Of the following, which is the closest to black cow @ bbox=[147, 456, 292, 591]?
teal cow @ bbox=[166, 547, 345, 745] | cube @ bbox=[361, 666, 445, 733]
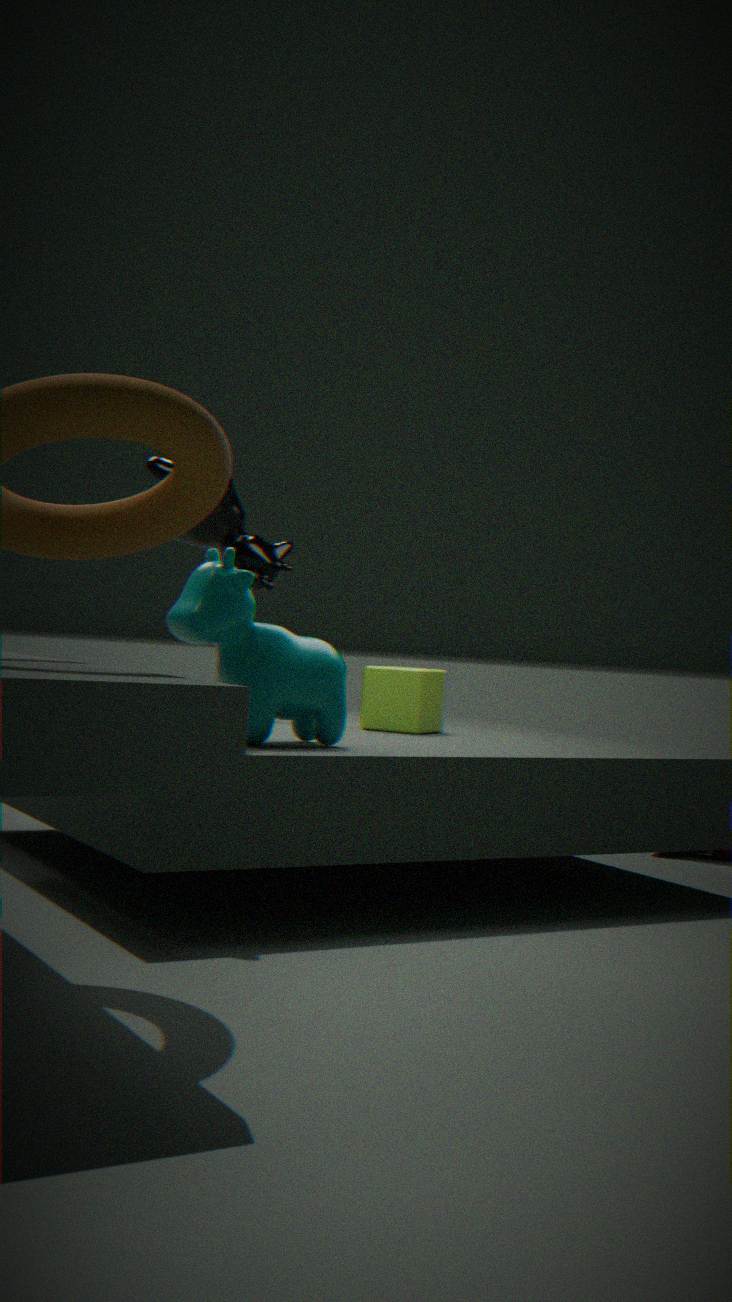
cube @ bbox=[361, 666, 445, 733]
